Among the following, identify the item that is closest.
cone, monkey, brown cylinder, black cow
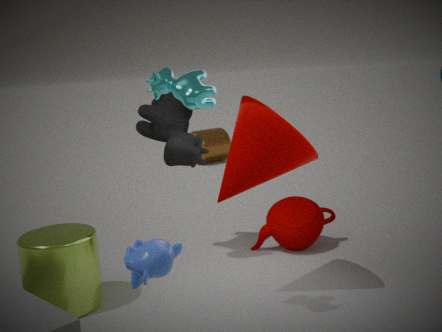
monkey
